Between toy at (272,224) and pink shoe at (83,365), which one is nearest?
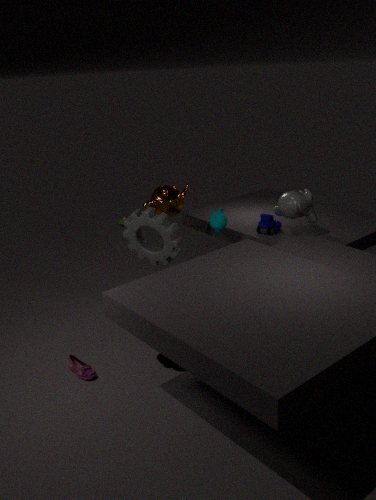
pink shoe at (83,365)
